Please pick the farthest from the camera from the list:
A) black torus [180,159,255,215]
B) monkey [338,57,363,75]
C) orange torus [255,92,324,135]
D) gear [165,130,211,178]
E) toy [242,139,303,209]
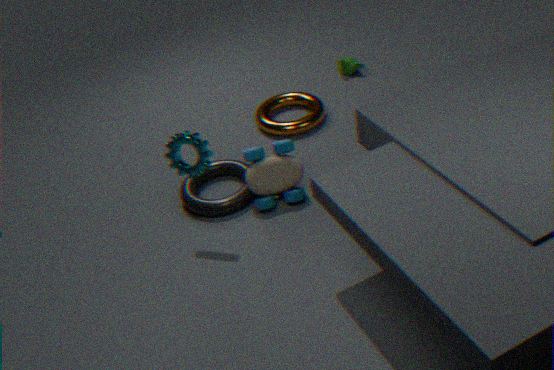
monkey [338,57,363,75]
